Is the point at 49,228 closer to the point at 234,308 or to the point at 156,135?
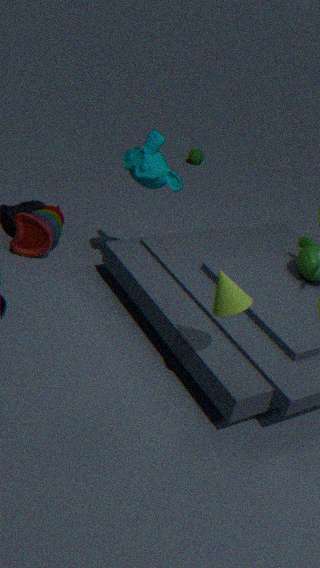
the point at 156,135
